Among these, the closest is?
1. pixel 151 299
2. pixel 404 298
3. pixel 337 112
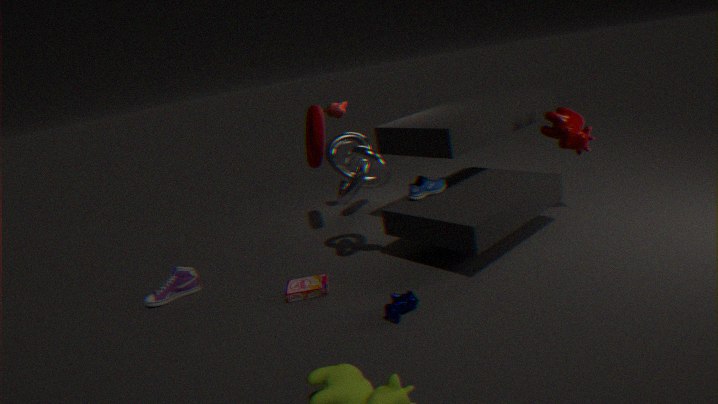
pixel 404 298
